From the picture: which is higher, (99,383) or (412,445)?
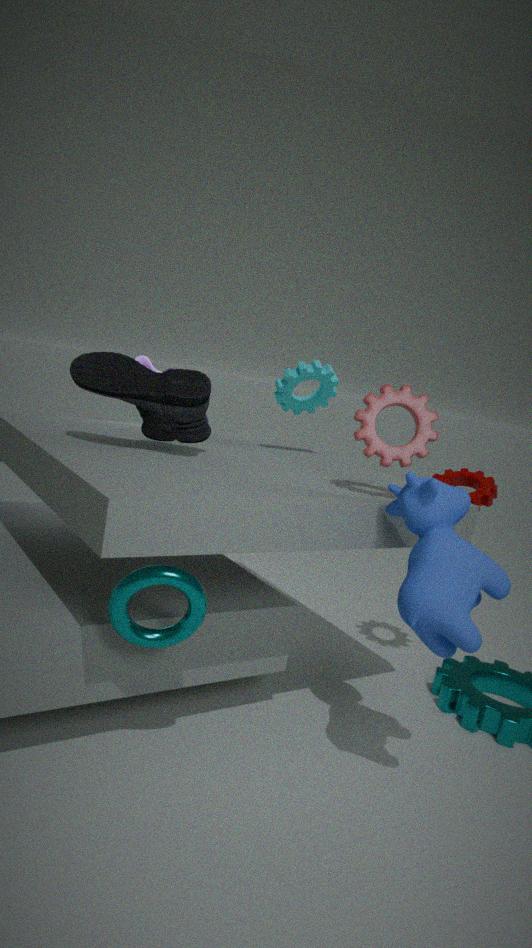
(412,445)
